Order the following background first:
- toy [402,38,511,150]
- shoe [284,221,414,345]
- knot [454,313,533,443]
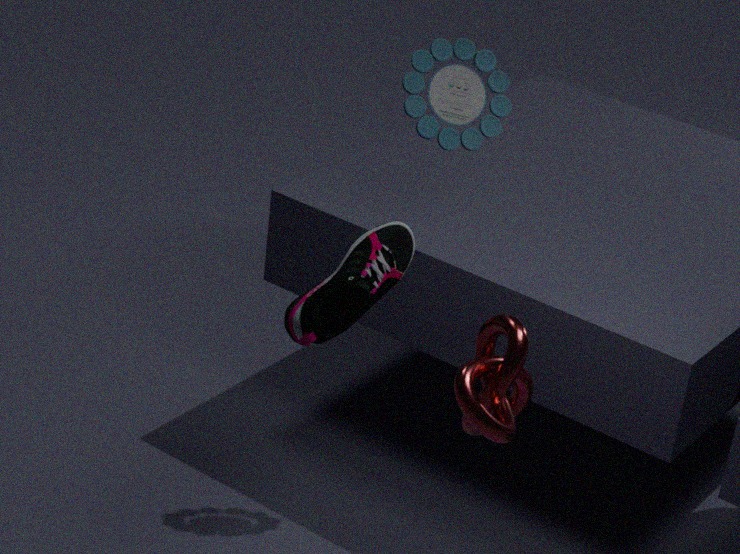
toy [402,38,511,150] < shoe [284,221,414,345] < knot [454,313,533,443]
